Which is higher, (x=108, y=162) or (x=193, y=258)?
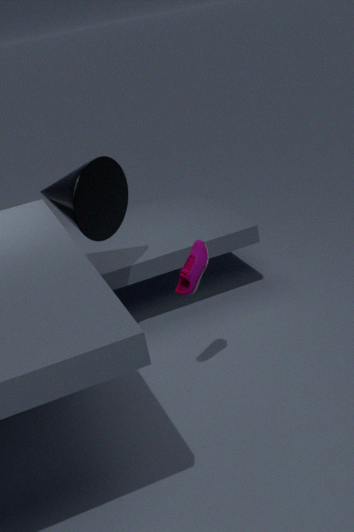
(x=108, y=162)
